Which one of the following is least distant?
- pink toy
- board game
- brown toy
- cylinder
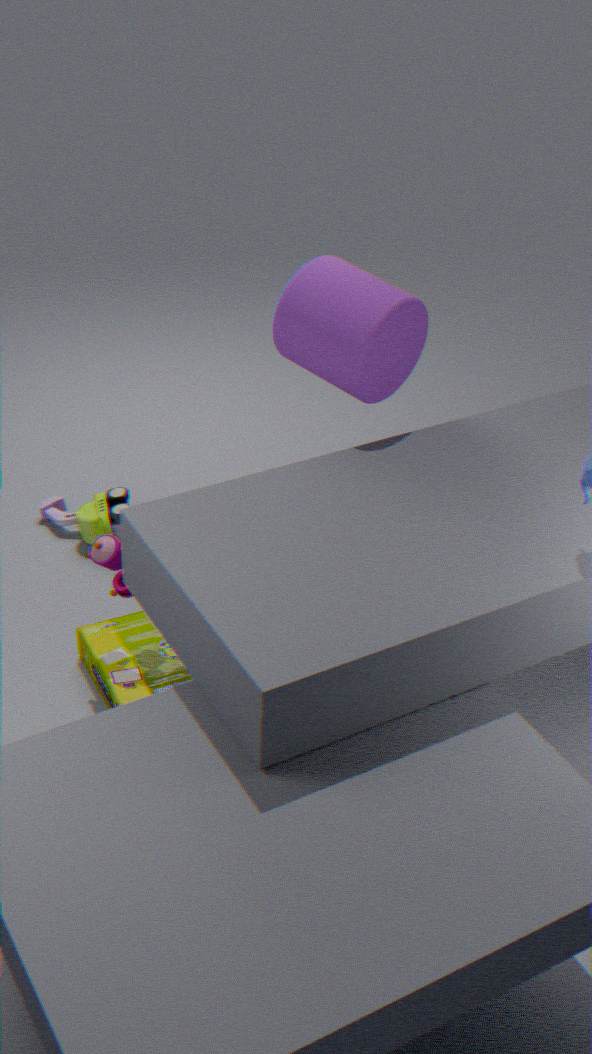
pink toy
